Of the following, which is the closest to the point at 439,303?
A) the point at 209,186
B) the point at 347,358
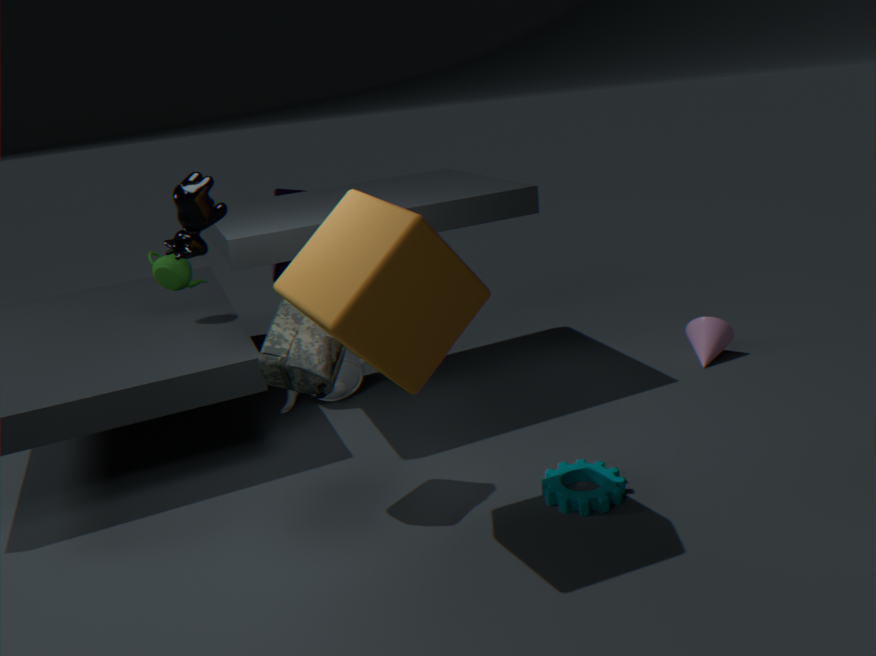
the point at 209,186
